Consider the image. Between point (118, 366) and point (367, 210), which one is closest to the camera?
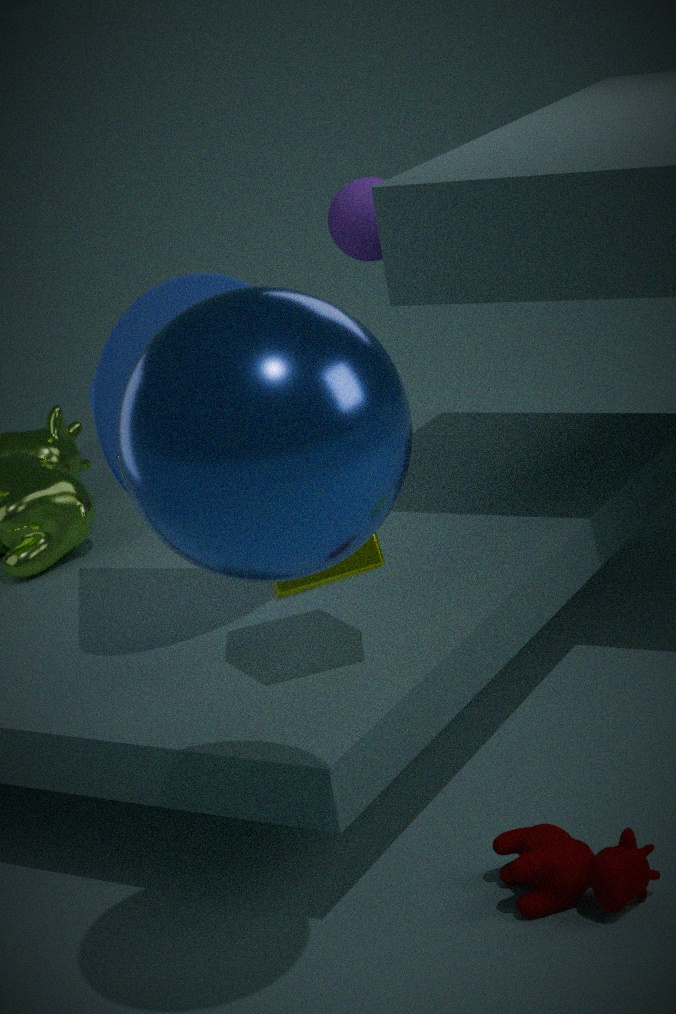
point (118, 366)
